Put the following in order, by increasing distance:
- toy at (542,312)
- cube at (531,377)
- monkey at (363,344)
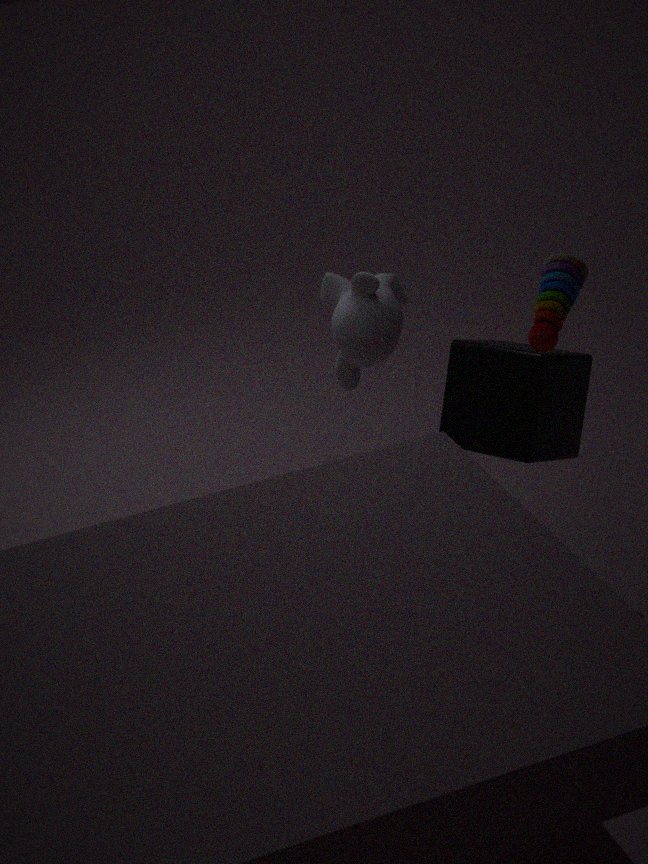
toy at (542,312) → cube at (531,377) → monkey at (363,344)
